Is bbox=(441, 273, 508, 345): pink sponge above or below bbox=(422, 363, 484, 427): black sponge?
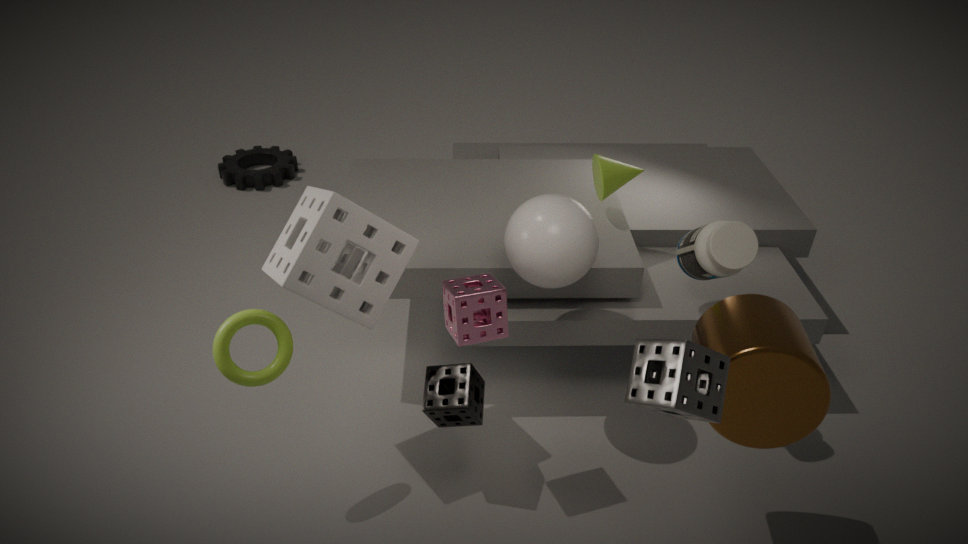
above
